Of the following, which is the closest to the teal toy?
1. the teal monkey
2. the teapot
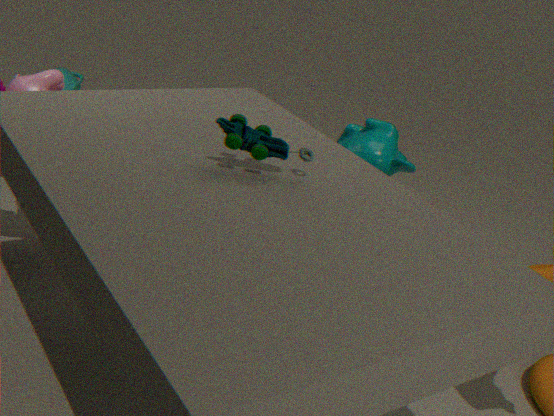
the teal monkey
